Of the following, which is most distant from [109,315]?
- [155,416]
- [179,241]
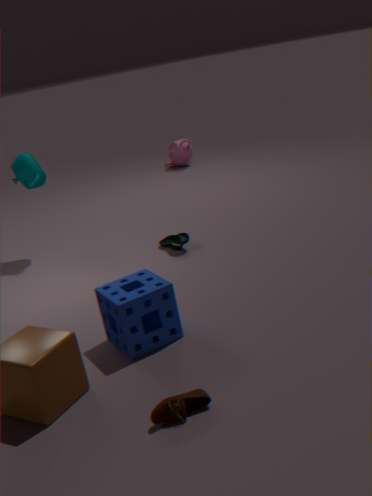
[179,241]
